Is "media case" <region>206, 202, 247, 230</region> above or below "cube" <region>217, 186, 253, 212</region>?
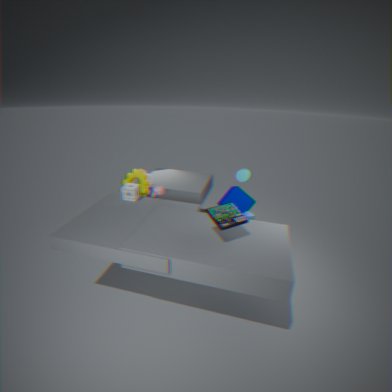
above
